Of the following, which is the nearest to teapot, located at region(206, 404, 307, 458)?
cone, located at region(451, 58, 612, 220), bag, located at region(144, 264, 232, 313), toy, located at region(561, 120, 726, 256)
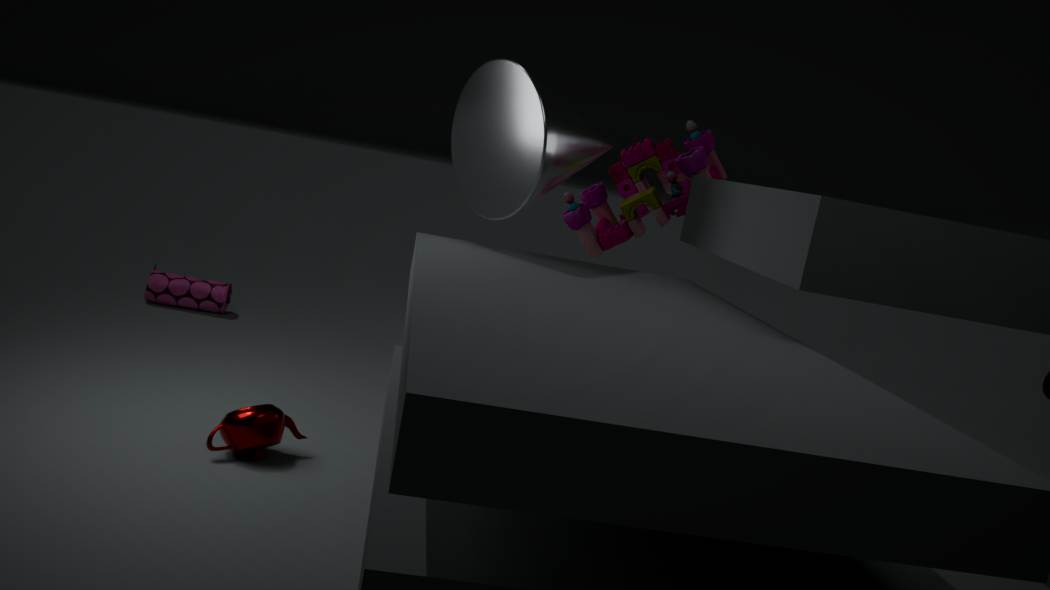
cone, located at region(451, 58, 612, 220)
